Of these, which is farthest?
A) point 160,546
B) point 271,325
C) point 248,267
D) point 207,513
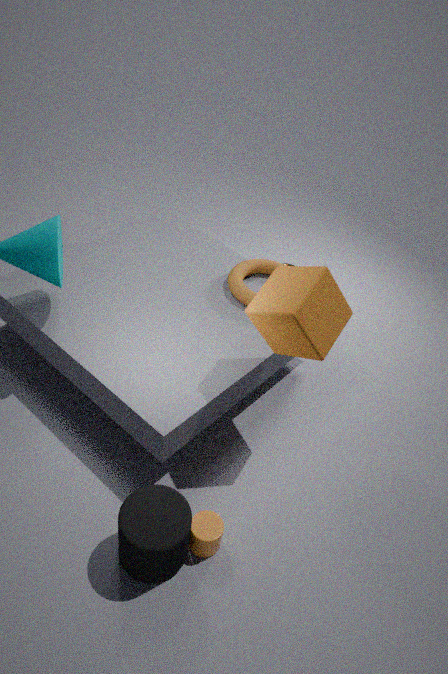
point 248,267
